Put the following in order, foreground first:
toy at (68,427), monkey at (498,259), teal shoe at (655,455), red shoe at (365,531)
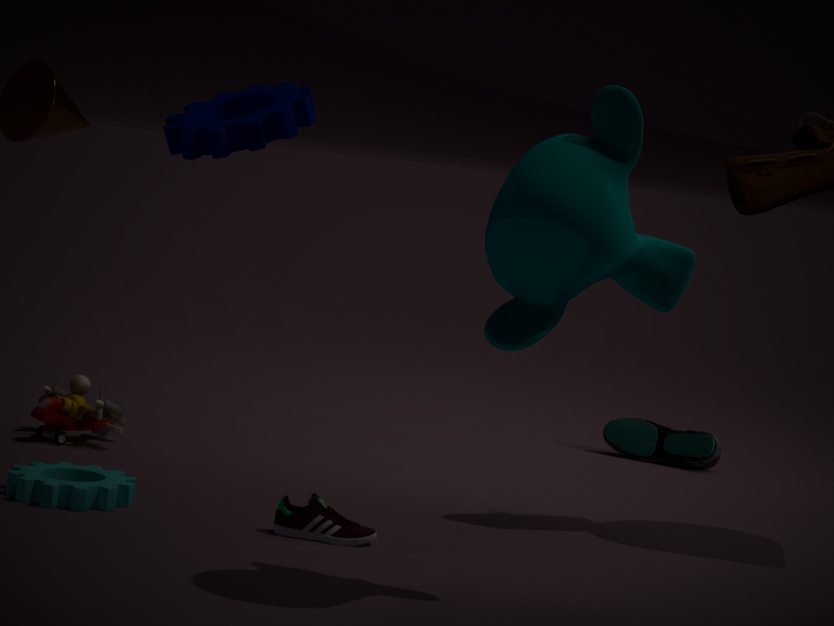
monkey at (498,259) → red shoe at (365,531) → toy at (68,427) → teal shoe at (655,455)
